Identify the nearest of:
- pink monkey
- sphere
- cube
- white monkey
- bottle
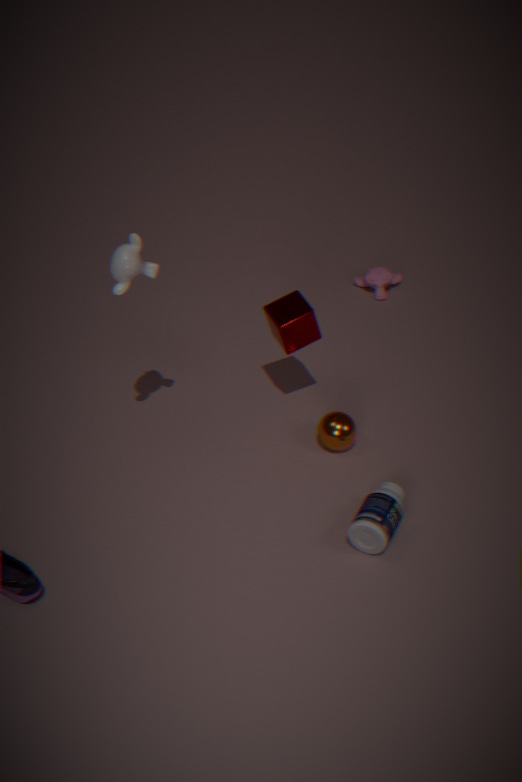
white monkey
